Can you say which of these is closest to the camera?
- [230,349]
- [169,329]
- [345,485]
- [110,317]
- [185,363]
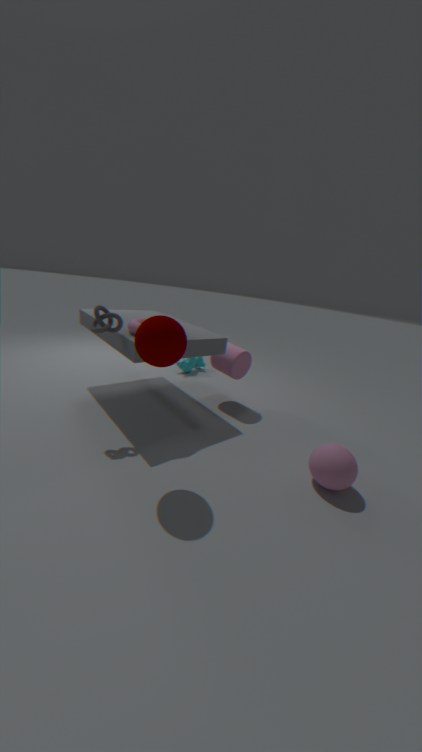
[169,329]
